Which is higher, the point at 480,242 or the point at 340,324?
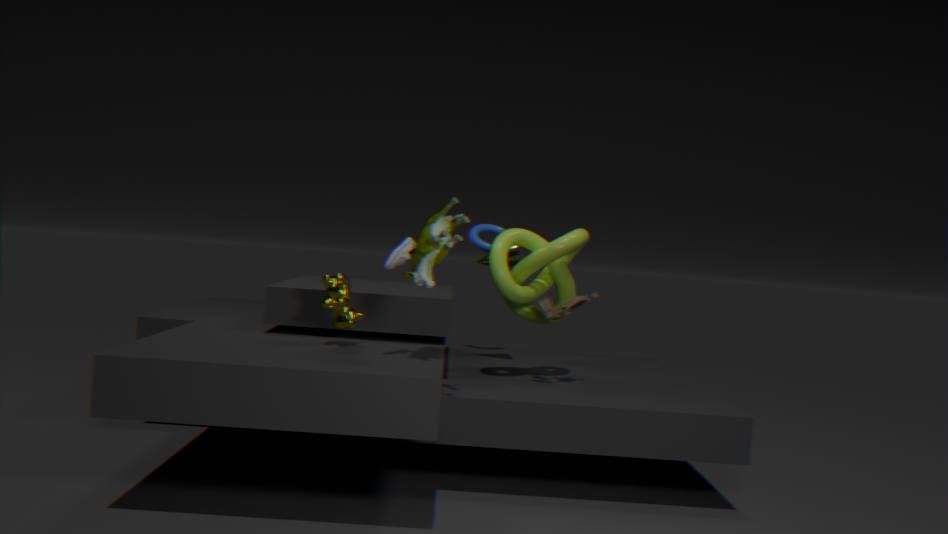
the point at 480,242
